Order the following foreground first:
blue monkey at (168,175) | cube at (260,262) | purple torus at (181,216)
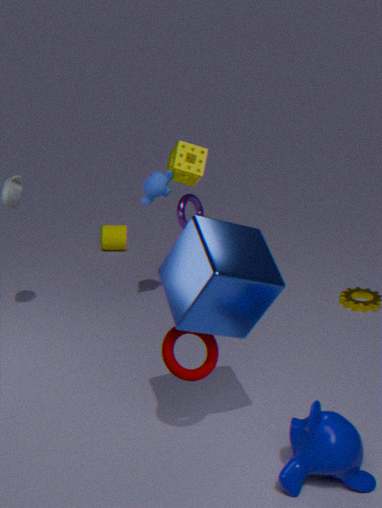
cube at (260,262) → blue monkey at (168,175) → purple torus at (181,216)
